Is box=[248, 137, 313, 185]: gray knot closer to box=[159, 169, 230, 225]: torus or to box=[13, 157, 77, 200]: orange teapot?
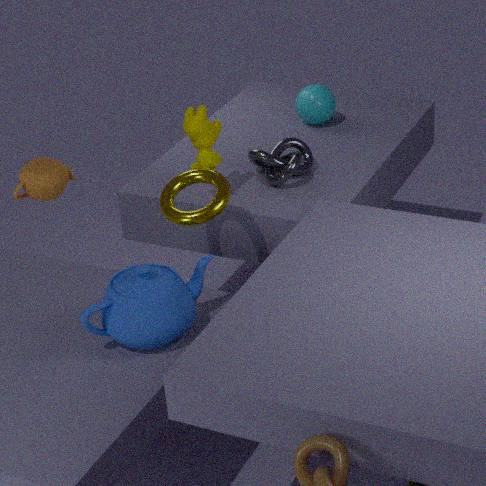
box=[159, 169, 230, 225]: torus
